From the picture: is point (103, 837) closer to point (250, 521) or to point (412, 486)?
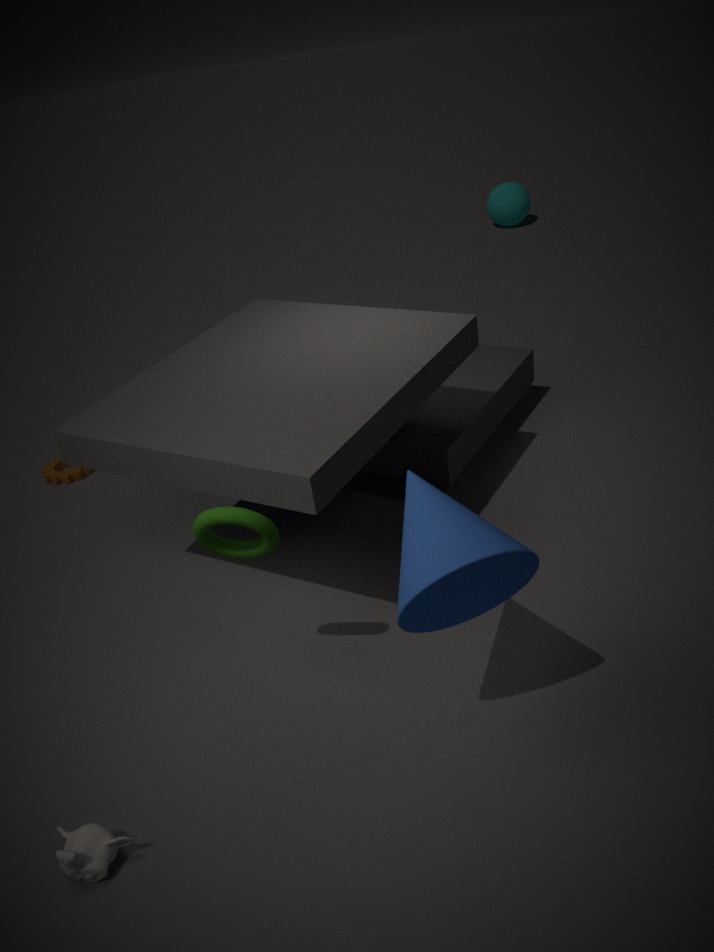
point (250, 521)
